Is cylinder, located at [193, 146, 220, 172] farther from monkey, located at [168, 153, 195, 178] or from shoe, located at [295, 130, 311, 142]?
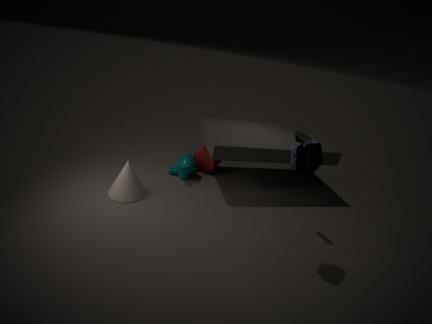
shoe, located at [295, 130, 311, 142]
